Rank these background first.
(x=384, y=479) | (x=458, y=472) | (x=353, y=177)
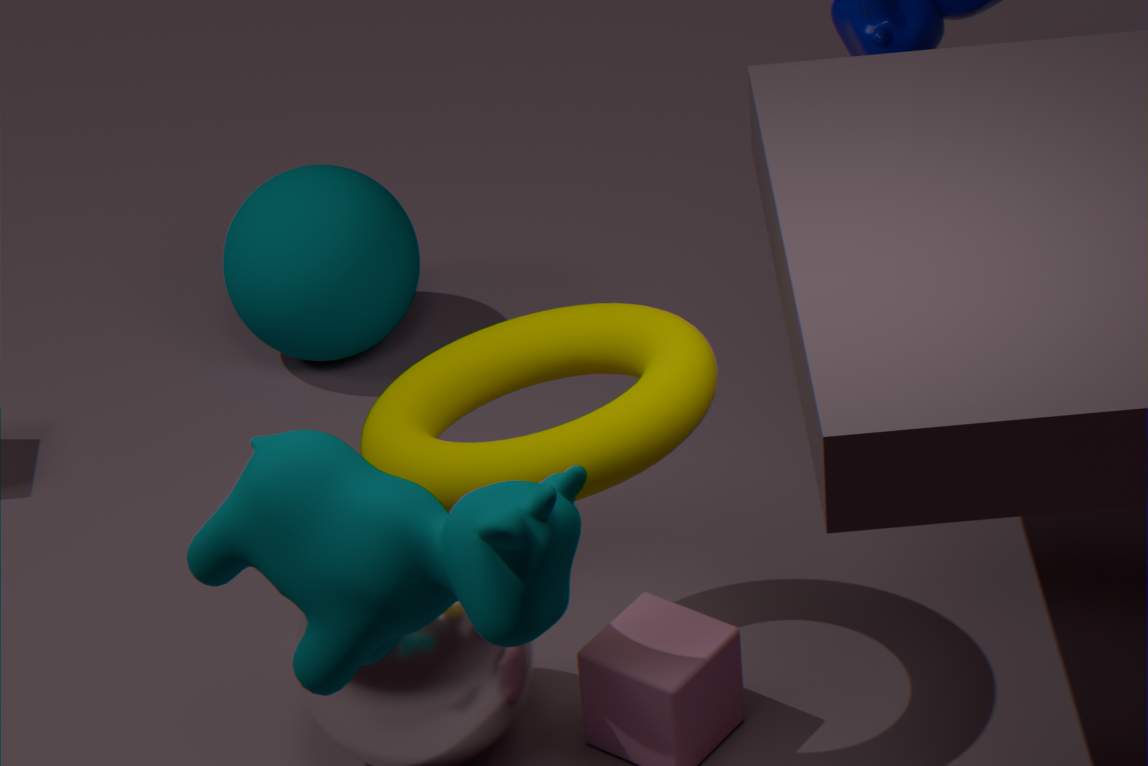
(x=353, y=177) → (x=458, y=472) → (x=384, y=479)
